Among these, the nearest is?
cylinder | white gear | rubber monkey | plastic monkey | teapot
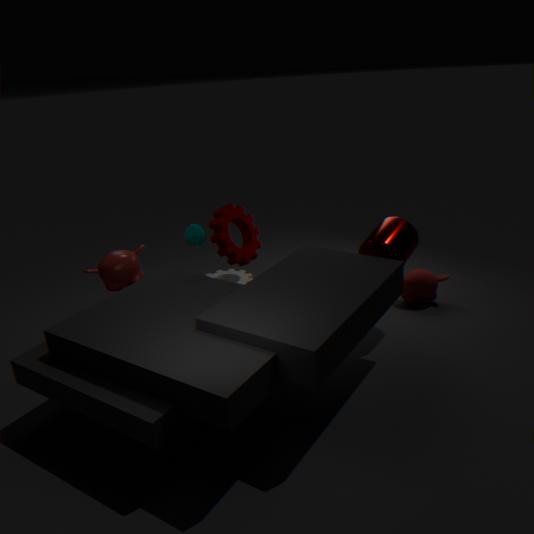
teapot
